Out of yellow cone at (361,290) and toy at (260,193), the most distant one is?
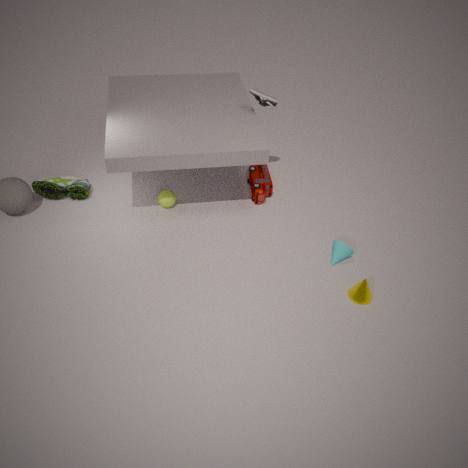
toy at (260,193)
